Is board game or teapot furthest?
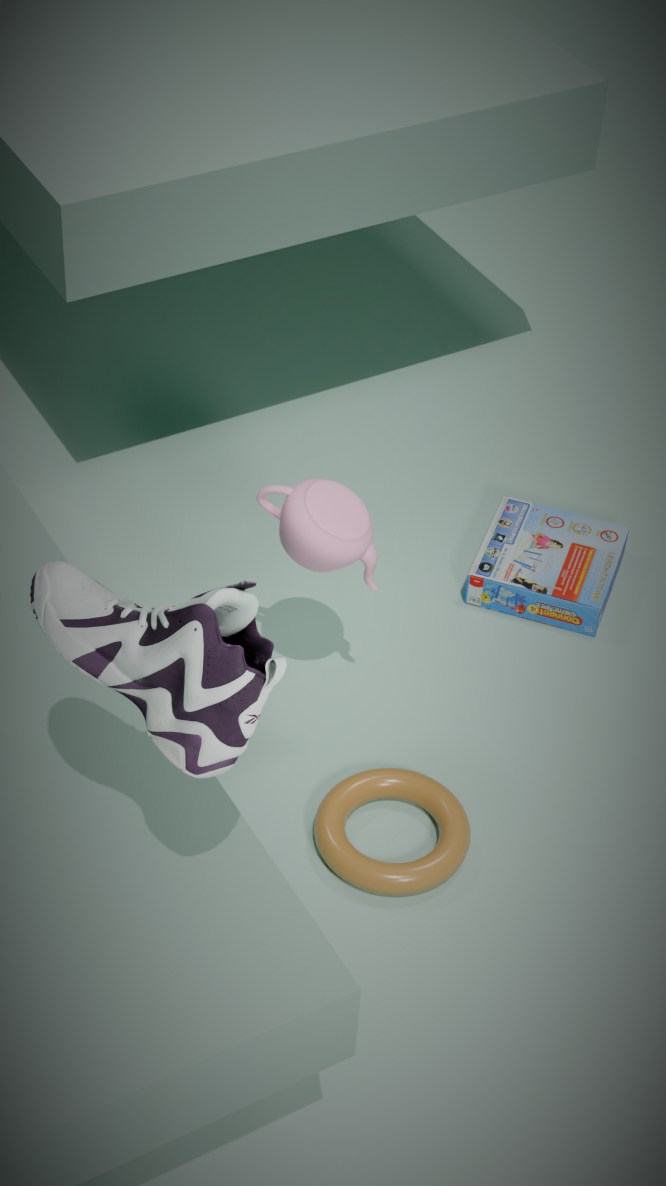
board game
